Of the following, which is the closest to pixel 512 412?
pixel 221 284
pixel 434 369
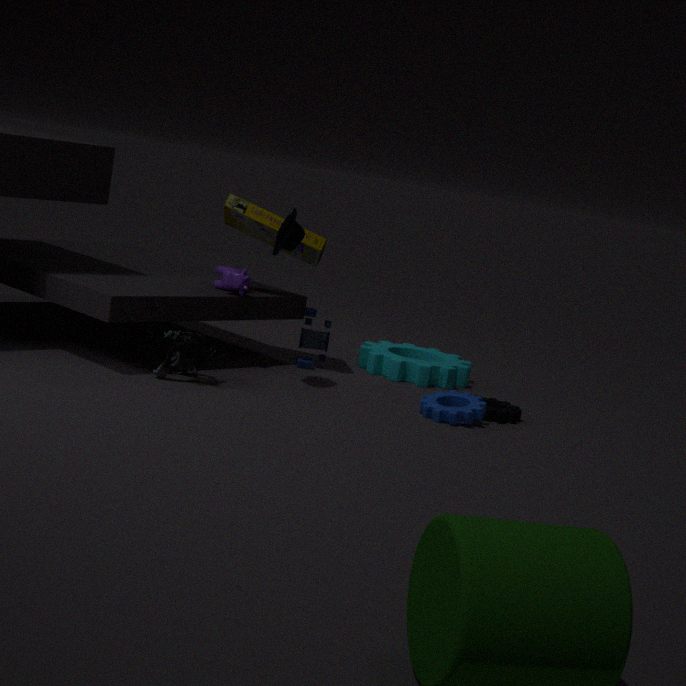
pixel 434 369
